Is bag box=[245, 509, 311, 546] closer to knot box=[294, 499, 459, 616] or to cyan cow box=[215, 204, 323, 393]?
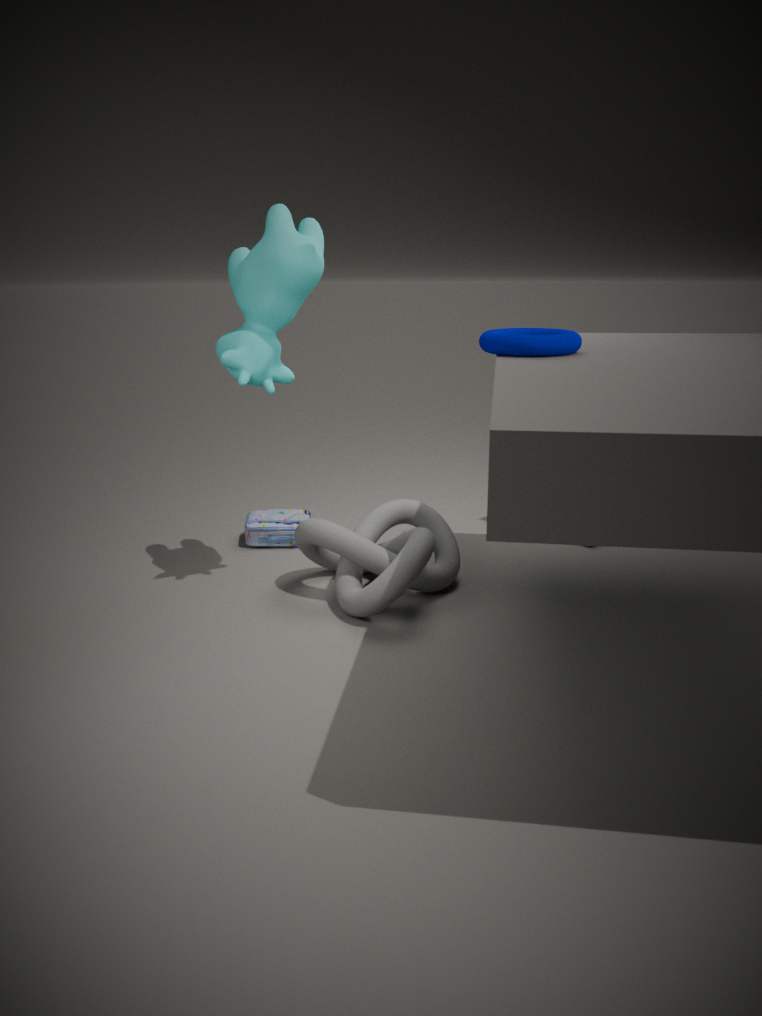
knot box=[294, 499, 459, 616]
